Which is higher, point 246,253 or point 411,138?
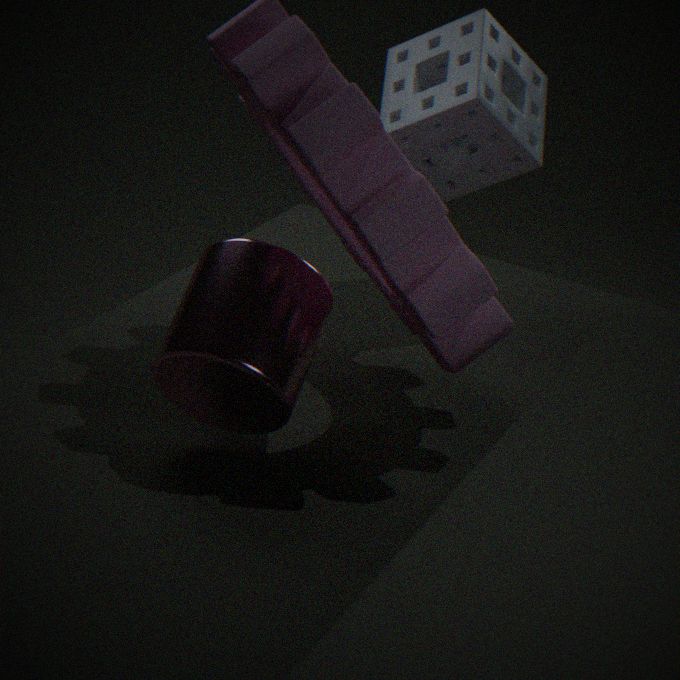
point 411,138
